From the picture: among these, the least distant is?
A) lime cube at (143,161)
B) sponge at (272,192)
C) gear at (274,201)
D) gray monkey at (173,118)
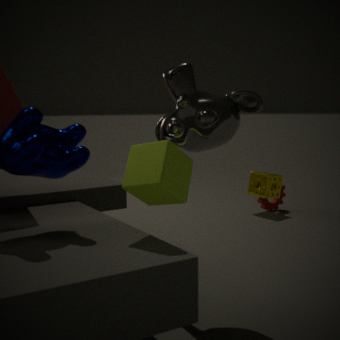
lime cube at (143,161)
